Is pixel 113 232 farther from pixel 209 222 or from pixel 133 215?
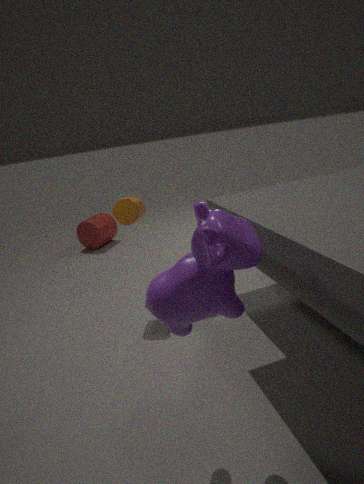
pixel 209 222
